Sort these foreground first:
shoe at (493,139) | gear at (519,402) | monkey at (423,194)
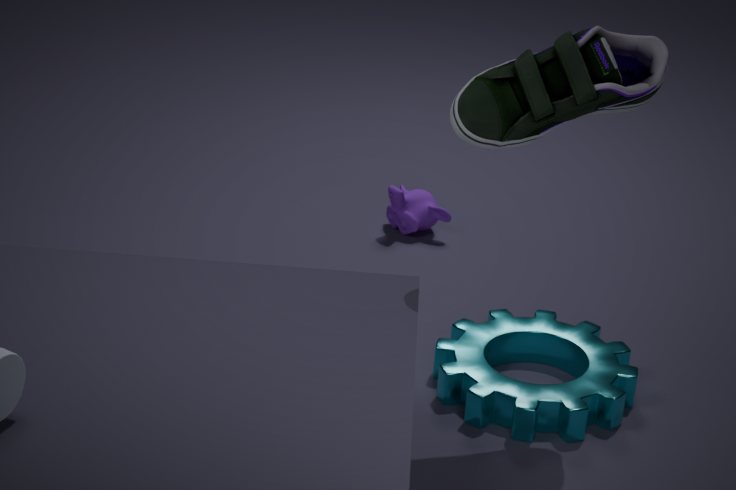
shoe at (493,139) → gear at (519,402) → monkey at (423,194)
